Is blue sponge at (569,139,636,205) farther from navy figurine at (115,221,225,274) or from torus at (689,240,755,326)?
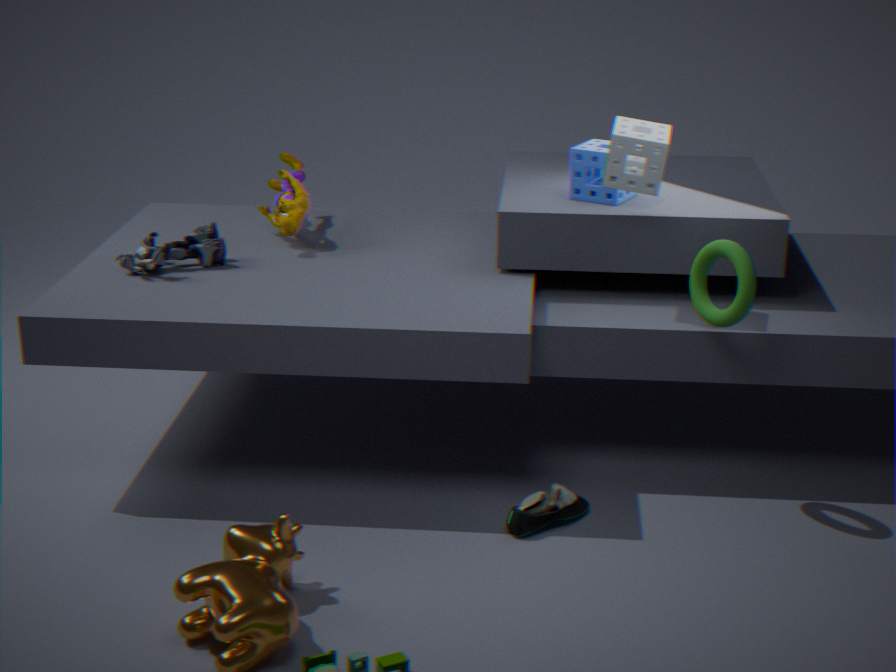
navy figurine at (115,221,225,274)
